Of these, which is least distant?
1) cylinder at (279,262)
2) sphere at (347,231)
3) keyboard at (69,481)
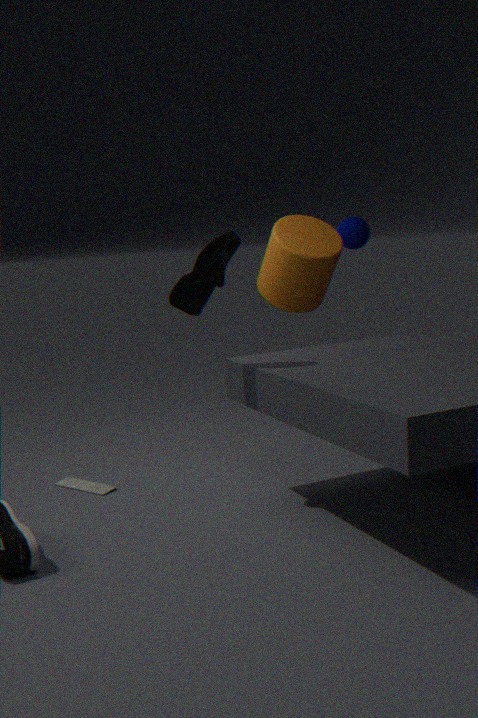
3. keyboard at (69,481)
